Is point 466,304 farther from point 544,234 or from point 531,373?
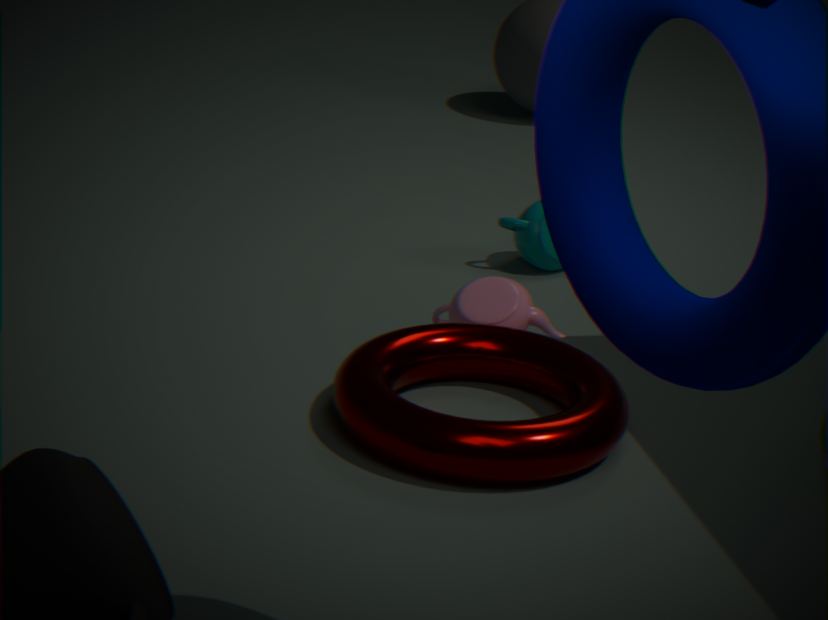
point 544,234
